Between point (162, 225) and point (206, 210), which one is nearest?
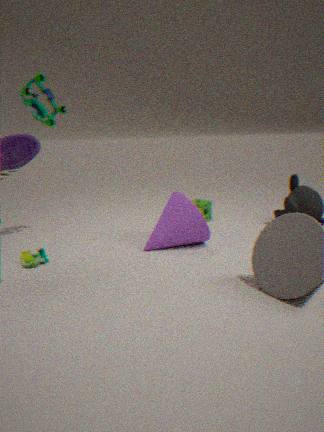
point (162, 225)
